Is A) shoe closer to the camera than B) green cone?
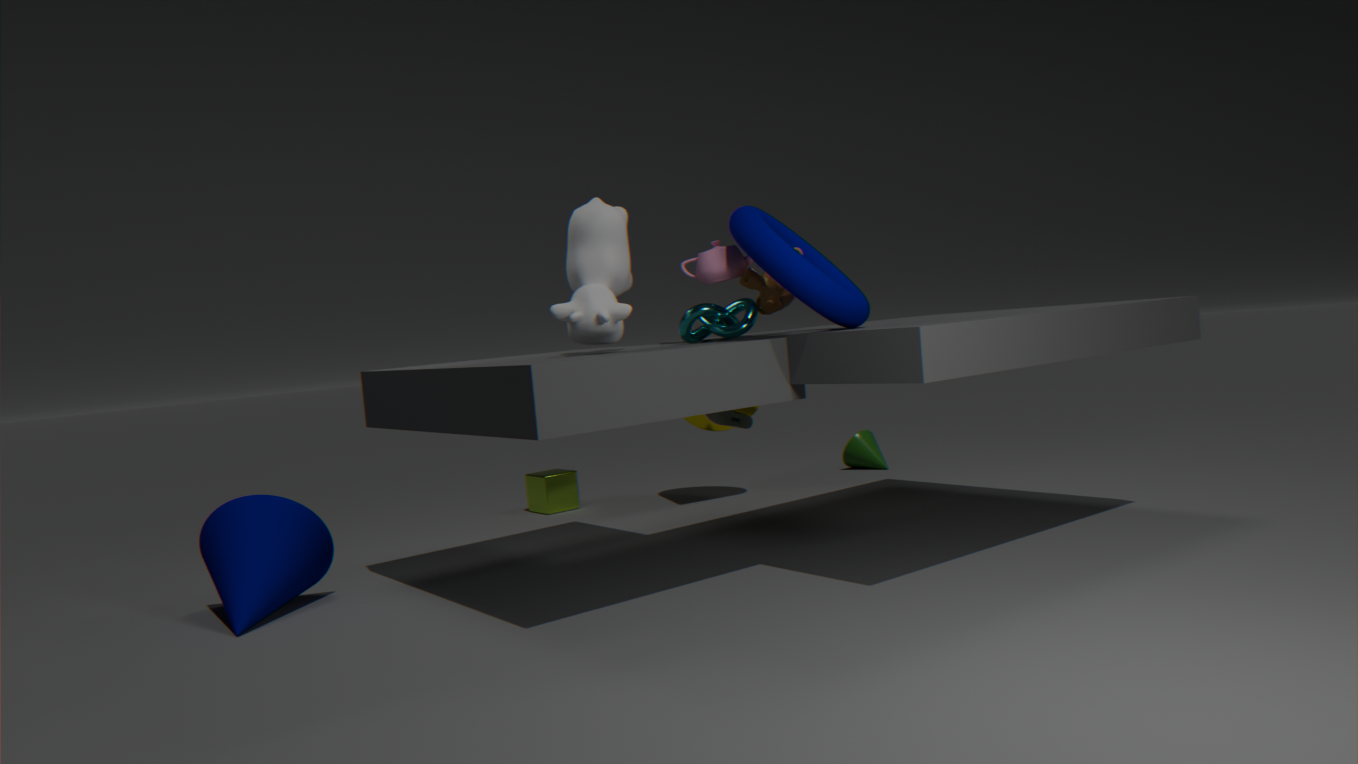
Yes
